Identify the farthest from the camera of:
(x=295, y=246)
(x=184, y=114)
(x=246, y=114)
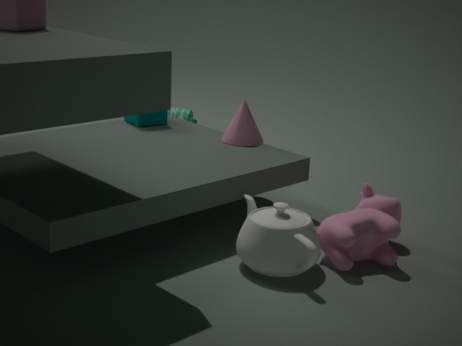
(x=184, y=114)
